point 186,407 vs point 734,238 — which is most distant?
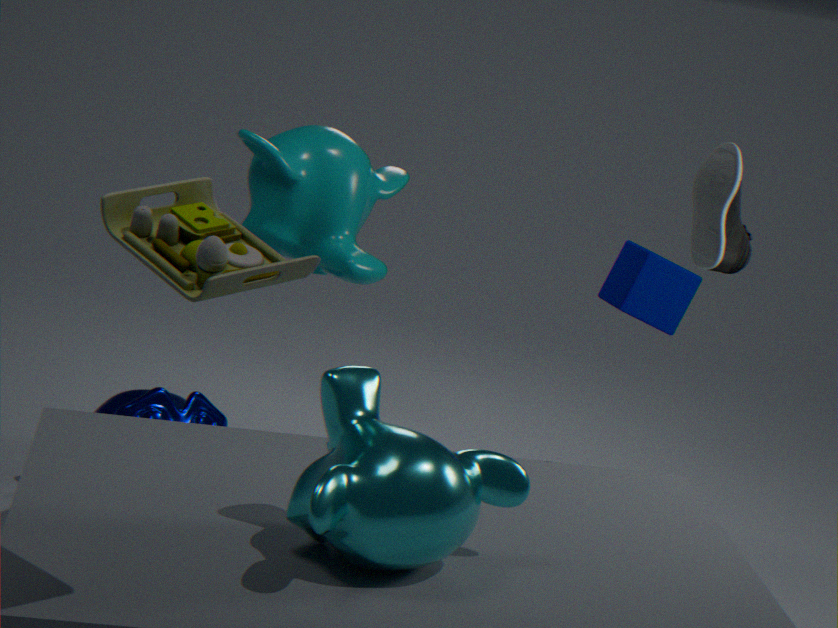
point 186,407
